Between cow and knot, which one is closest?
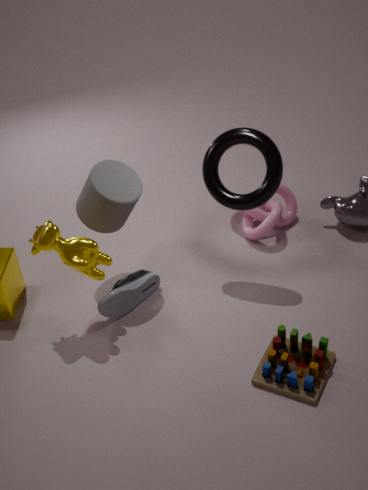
cow
